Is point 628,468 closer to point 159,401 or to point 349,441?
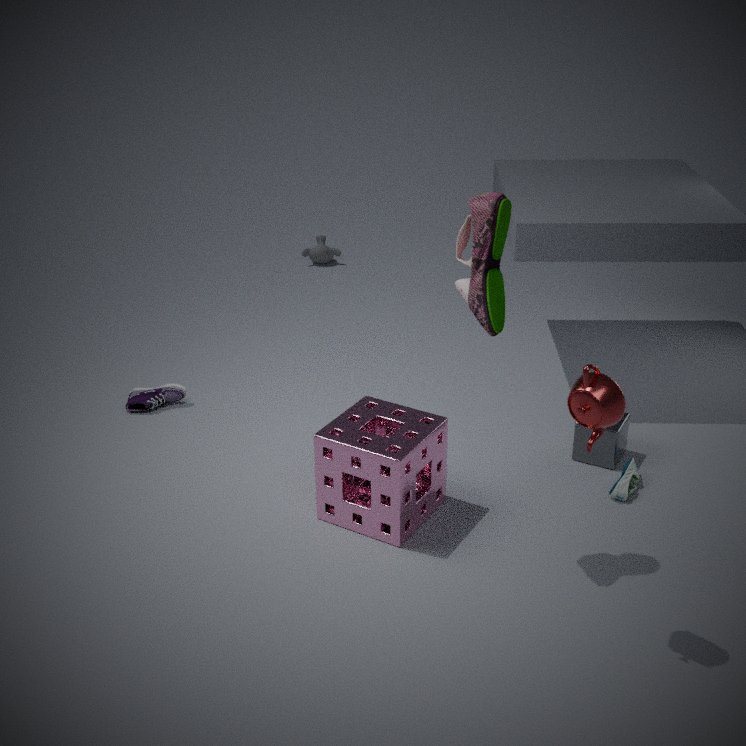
point 349,441
